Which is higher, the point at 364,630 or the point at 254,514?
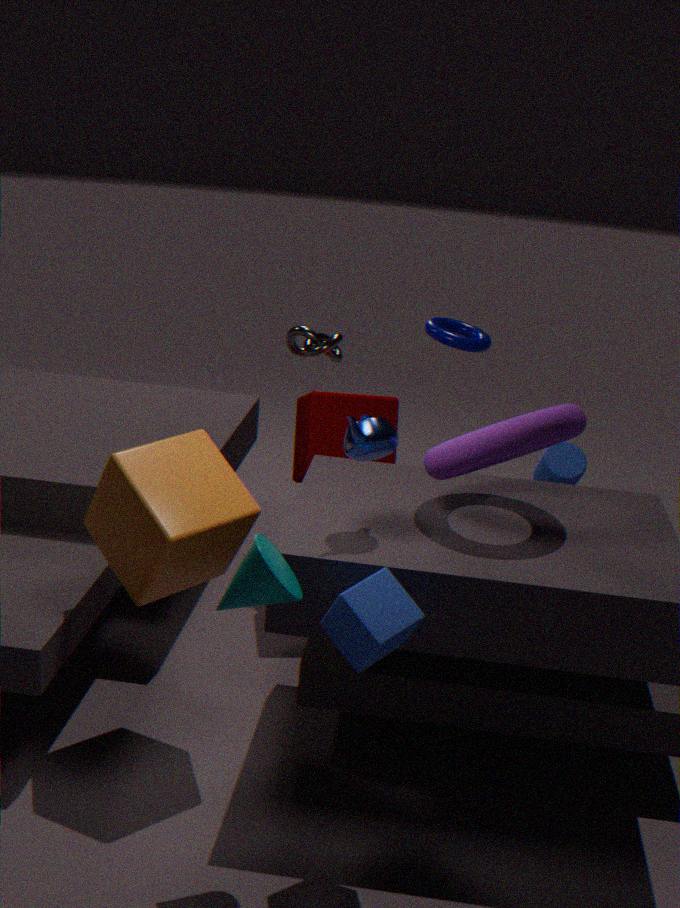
the point at 254,514
